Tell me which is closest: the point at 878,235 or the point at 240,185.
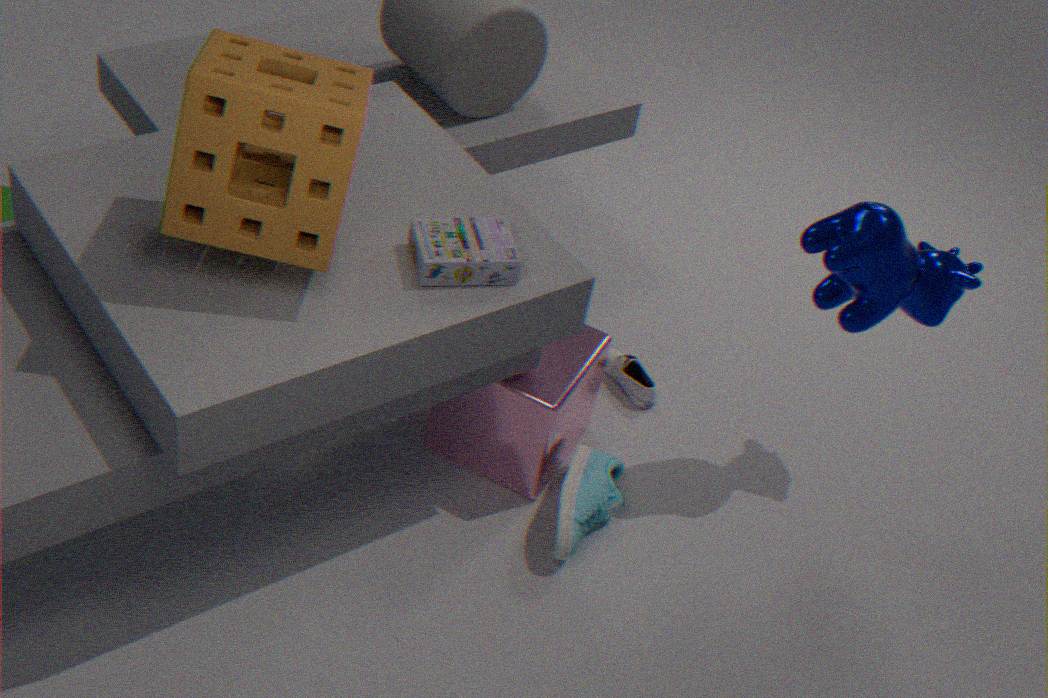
the point at 240,185
